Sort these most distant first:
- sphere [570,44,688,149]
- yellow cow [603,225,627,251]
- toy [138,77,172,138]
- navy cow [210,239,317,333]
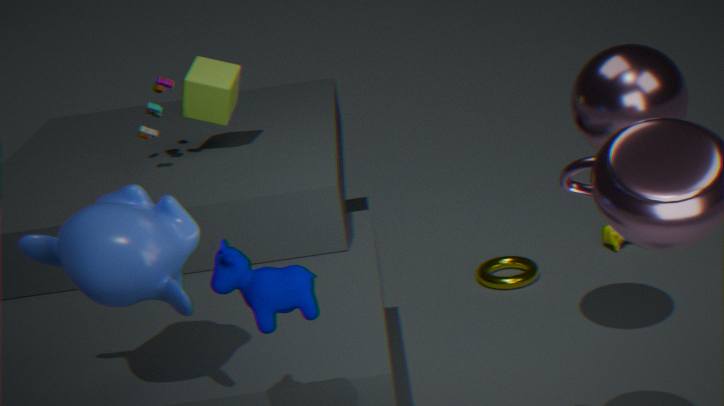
yellow cow [603,225,627,251], toy [138,77,172,138], sphere [570,44,688,149], navy cow [210,239,317,333]
